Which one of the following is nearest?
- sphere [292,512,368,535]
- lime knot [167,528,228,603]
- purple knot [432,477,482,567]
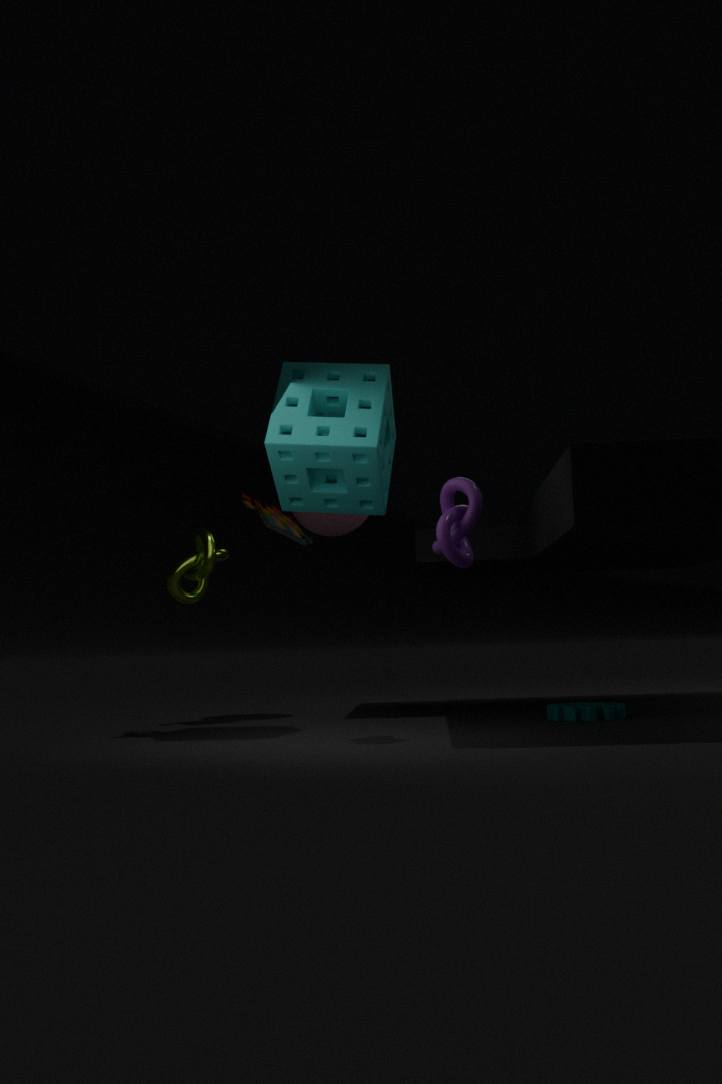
purple knot [432,477,482,567]
